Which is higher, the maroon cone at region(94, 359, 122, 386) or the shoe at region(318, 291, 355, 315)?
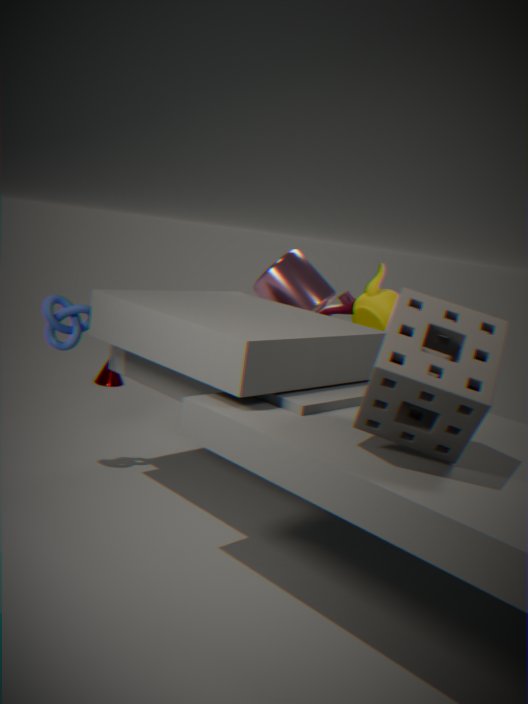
the shoe at region(318, 291, 355, 315)
